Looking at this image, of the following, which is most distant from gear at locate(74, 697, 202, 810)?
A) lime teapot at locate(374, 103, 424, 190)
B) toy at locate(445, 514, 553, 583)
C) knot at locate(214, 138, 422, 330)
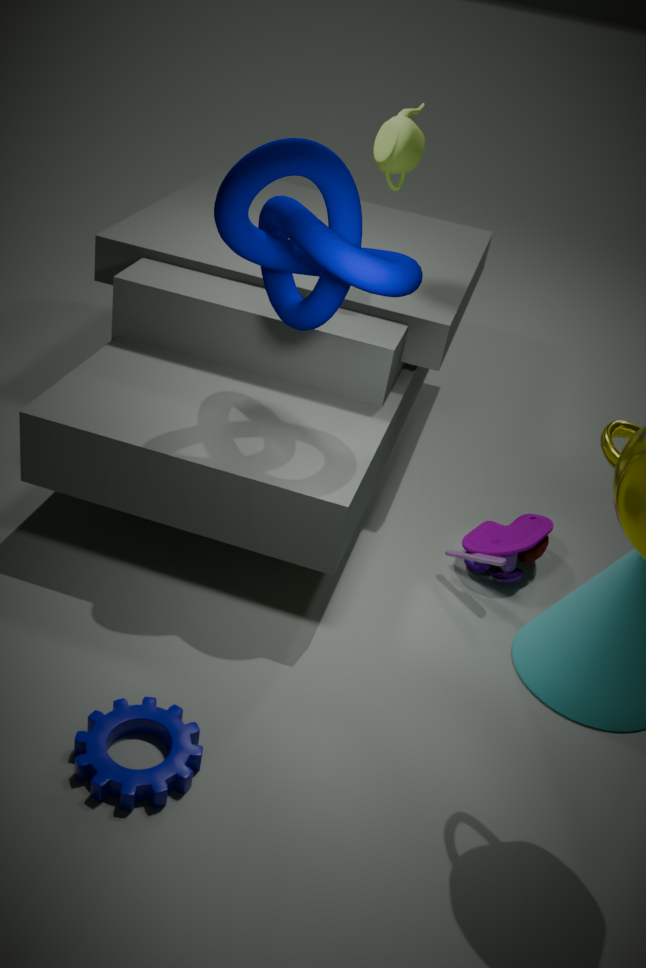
lime teapot at locate(374, 103, 424, 190)
